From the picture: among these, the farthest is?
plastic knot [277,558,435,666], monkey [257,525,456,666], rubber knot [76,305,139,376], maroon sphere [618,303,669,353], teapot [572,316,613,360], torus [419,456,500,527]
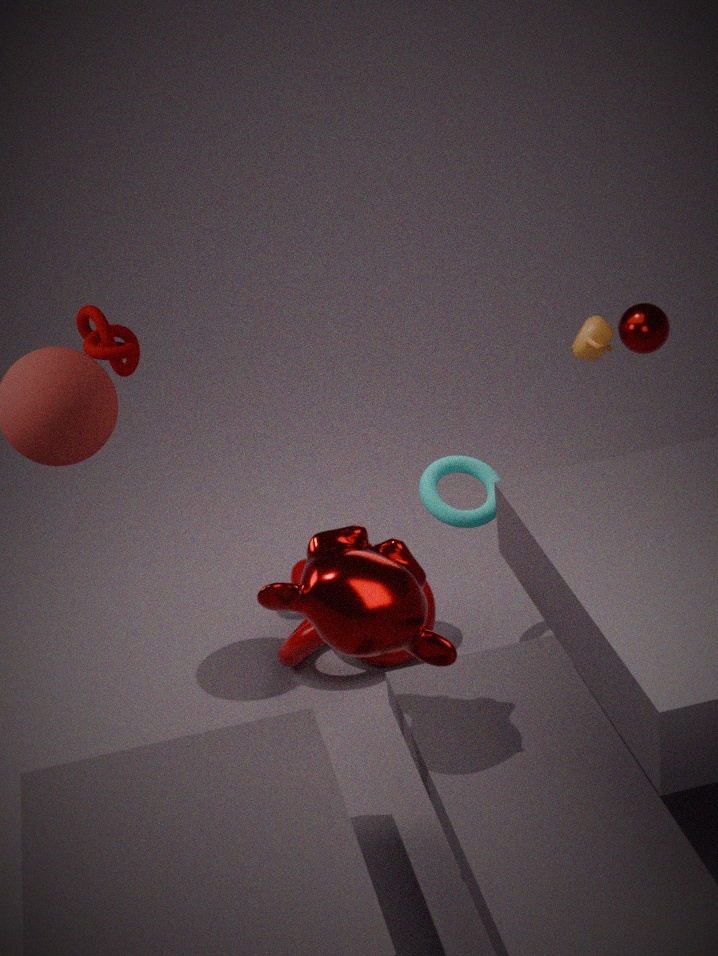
teapot [572,316,613,360]
